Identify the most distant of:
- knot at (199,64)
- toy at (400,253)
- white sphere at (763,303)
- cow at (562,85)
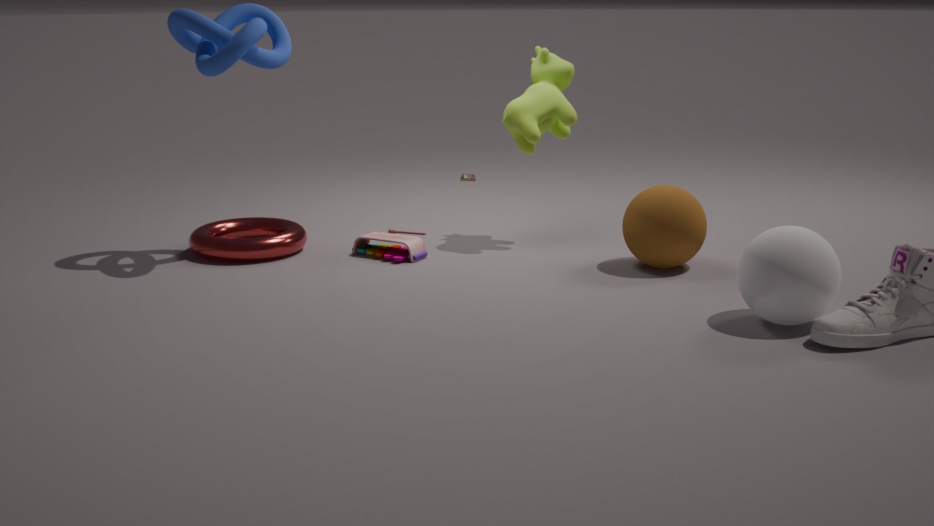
cow at (562,85)
